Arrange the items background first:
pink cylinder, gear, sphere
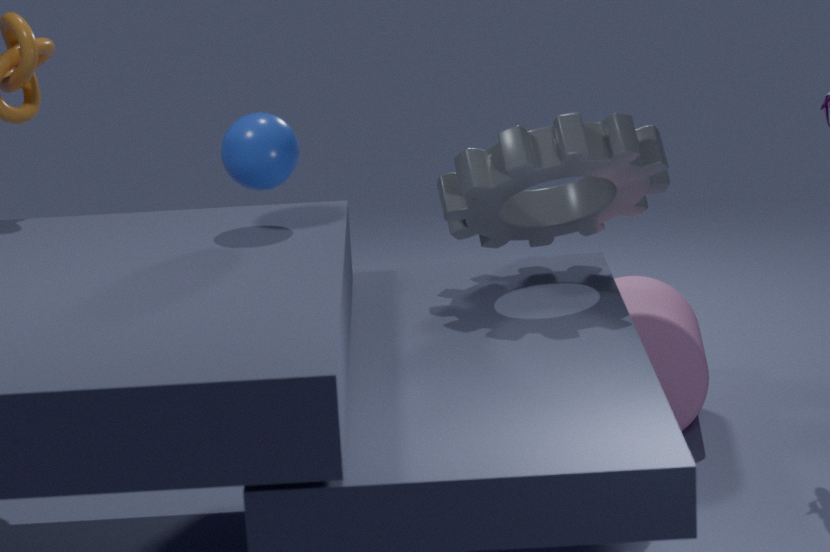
pink cylinder
sphere
gear
